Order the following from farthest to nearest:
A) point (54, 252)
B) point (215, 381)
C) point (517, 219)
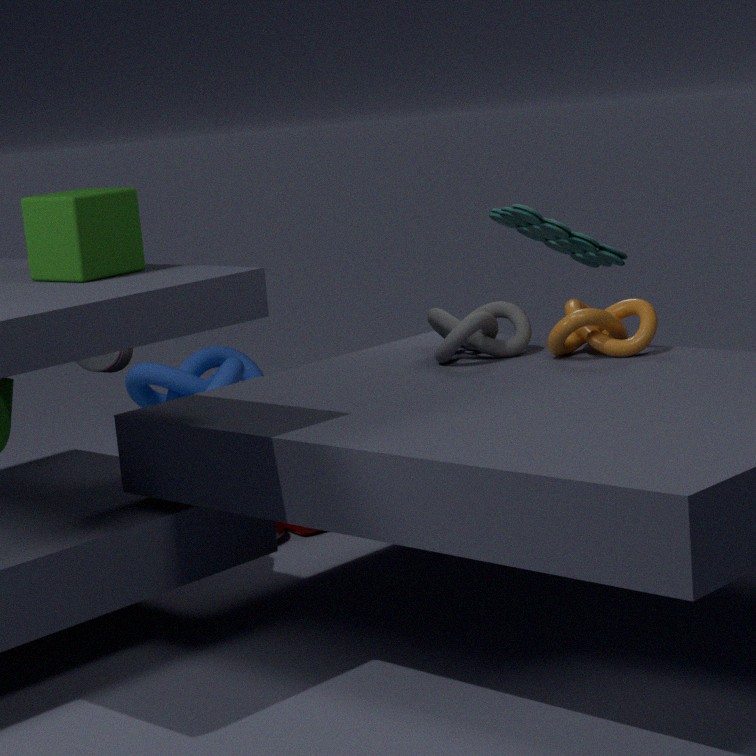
point (215, 381), point (517, 219), point (54, 252)
